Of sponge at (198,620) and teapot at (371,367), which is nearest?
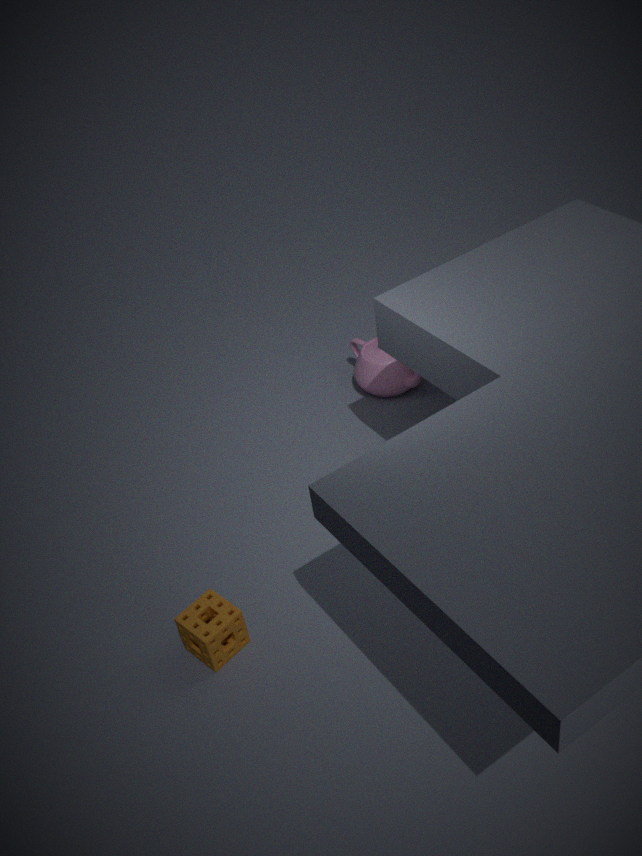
sponge at (198,620)
